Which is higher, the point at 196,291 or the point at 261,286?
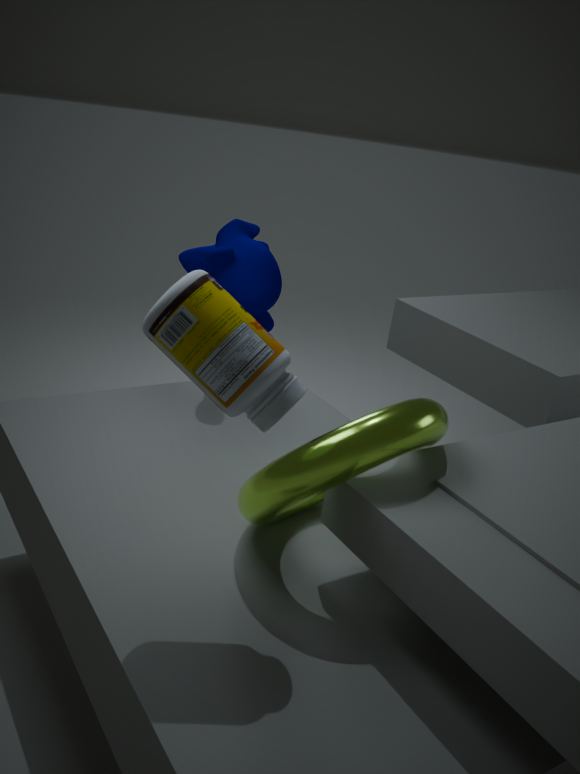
the point at 196,291
